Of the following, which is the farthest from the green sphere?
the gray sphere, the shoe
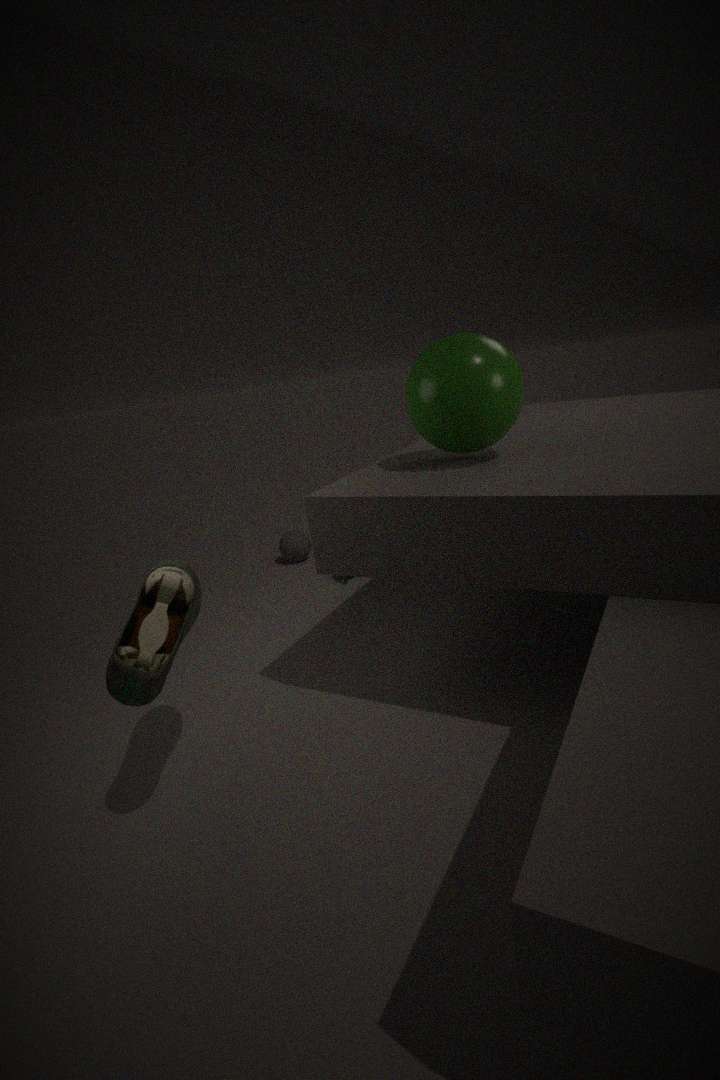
the gray sphere
